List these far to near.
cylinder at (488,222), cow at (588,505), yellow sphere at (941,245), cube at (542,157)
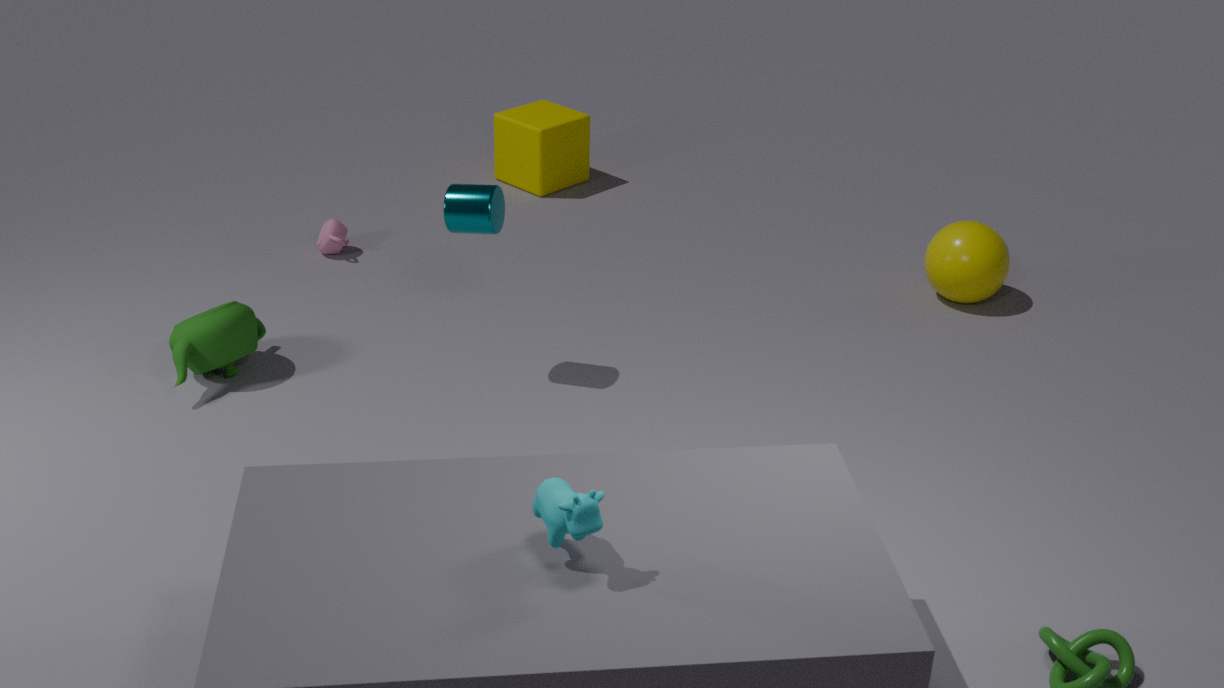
1. cube at (542,157)
2. yellow sphere at (941,245)
3. cylinder at (488,222)
4. cow at (588,505)
